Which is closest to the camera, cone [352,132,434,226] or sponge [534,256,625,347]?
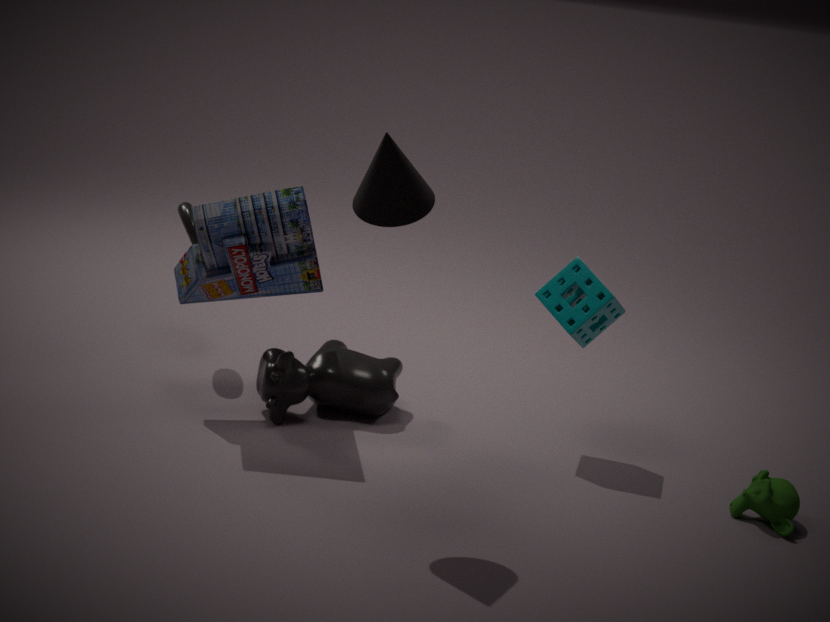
cone [352,132,434,226]
